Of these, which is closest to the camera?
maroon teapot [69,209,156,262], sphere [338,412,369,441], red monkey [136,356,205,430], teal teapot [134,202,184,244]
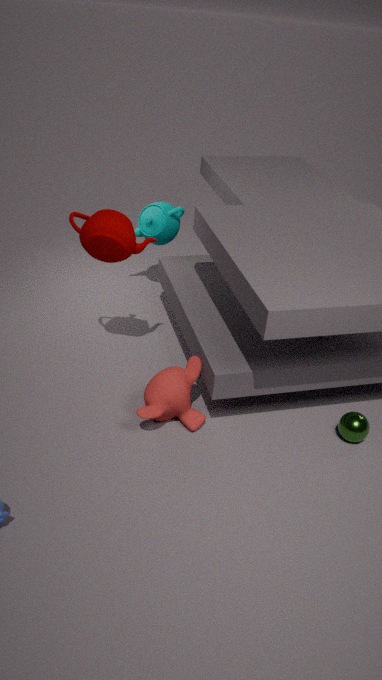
maroon teapot [69,209,156,262]
